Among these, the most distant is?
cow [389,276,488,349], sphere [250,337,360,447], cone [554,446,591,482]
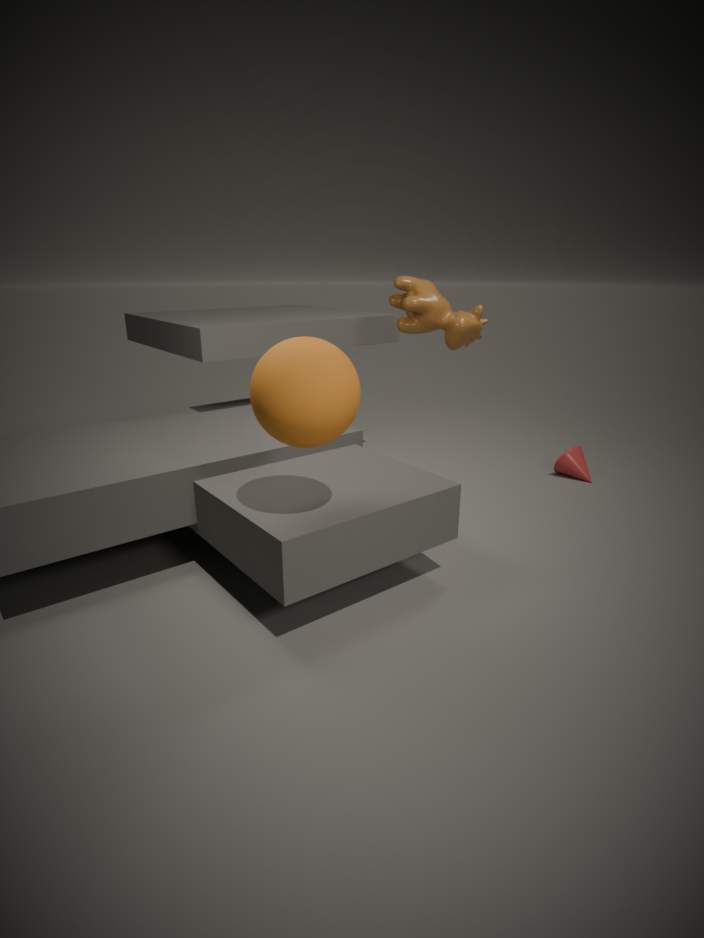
cone [554,446,591,482]
